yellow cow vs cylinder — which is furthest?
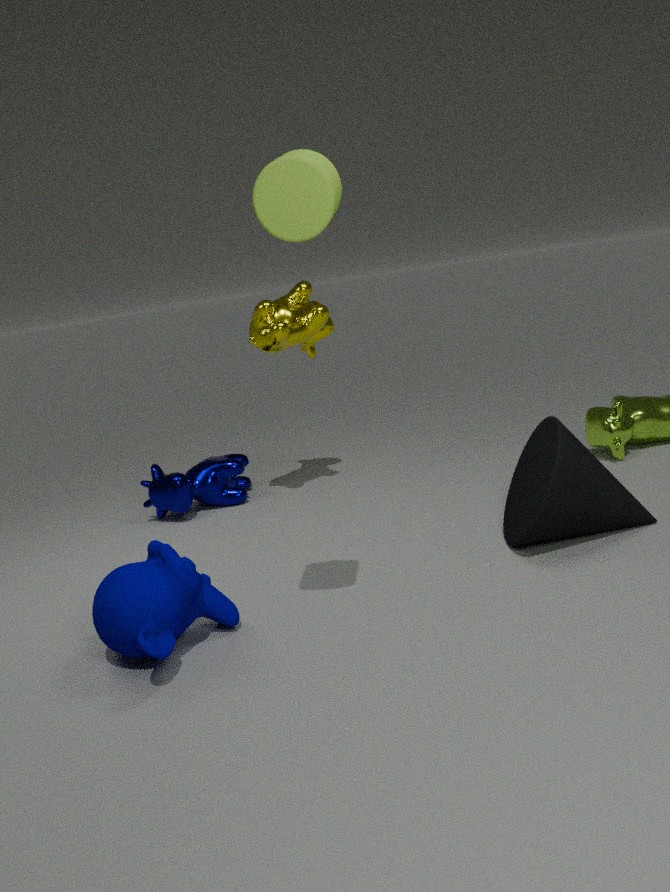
yellow cow
